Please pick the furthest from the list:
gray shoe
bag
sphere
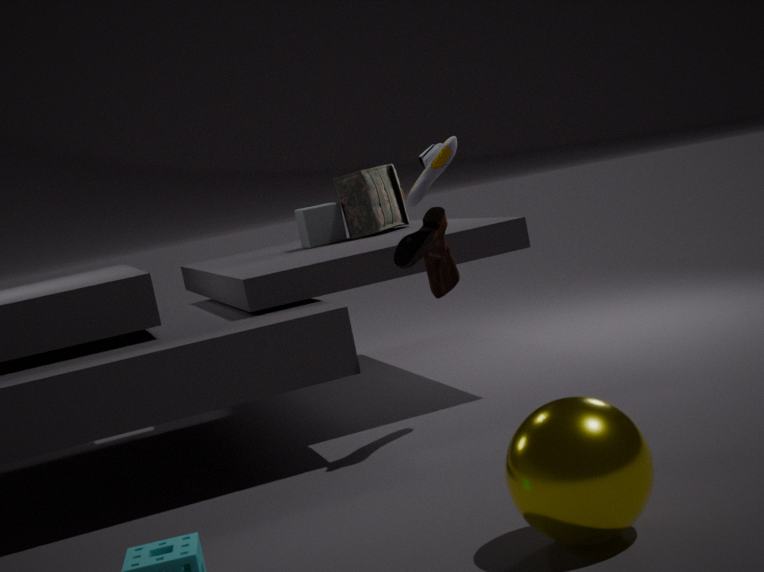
bag
